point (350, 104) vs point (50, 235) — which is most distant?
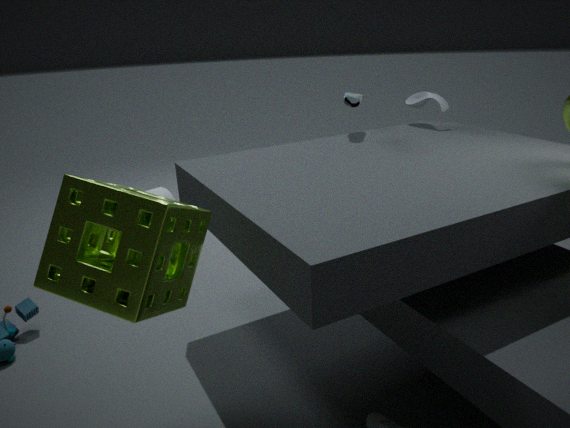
point (350, 104)
